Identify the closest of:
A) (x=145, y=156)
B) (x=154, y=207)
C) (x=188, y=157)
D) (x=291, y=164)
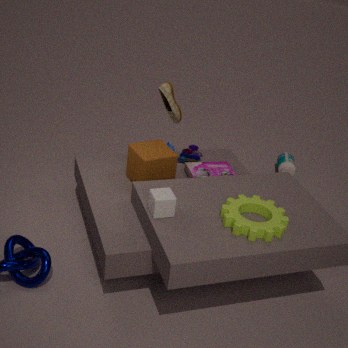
(x=154, y=207)
